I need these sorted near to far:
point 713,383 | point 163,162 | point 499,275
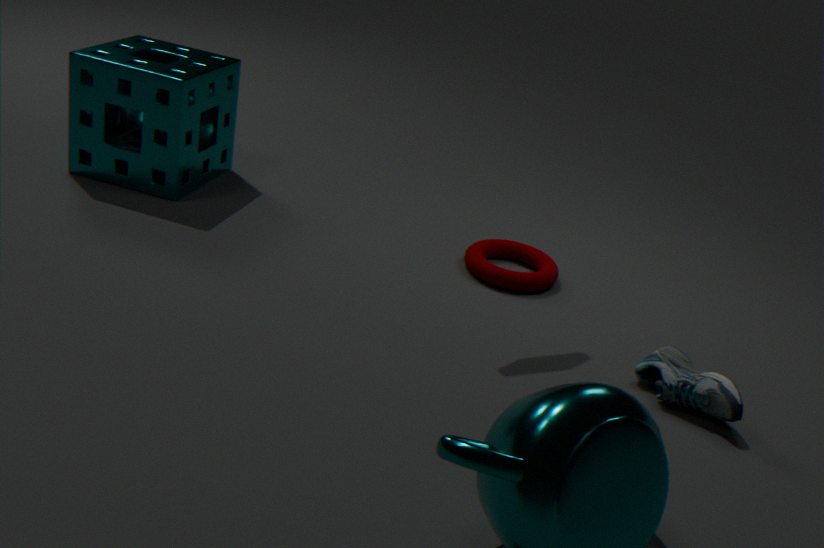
1. point 713,383
2. point 499,275
3. point 163,162
